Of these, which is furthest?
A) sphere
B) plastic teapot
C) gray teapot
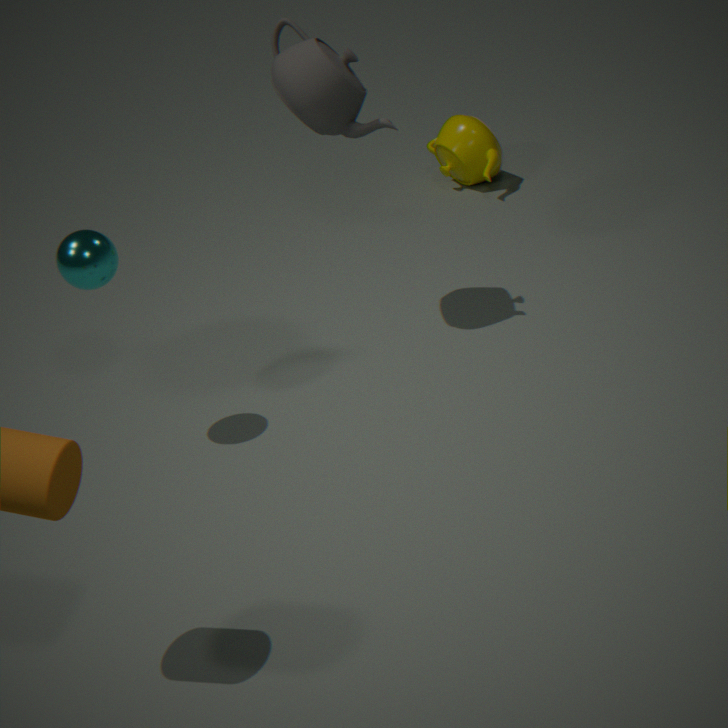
plastic teapot
